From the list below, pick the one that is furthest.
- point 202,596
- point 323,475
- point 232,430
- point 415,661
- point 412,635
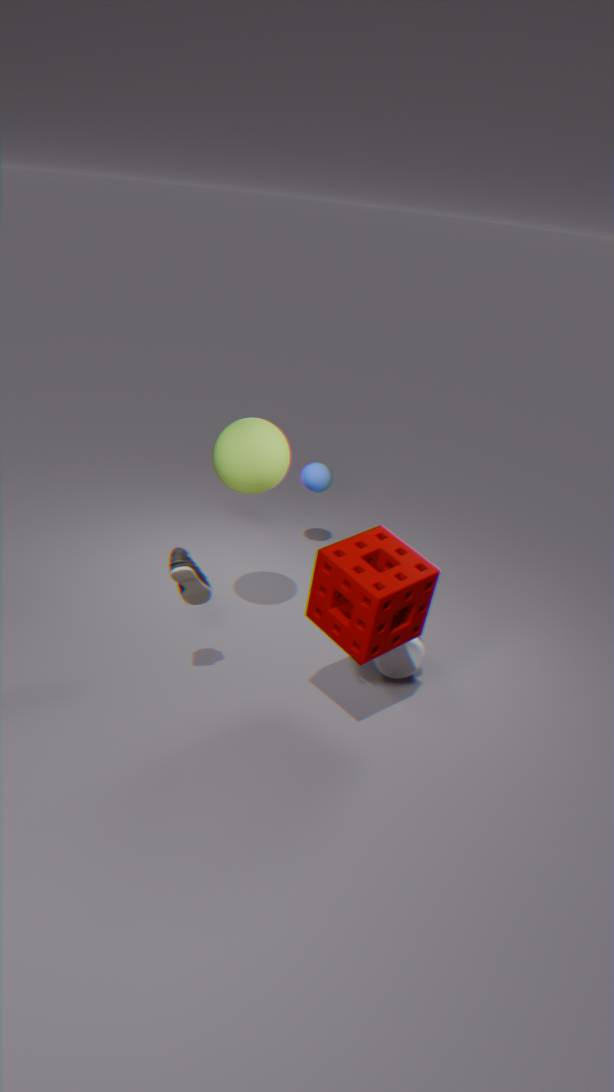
point 323,475
